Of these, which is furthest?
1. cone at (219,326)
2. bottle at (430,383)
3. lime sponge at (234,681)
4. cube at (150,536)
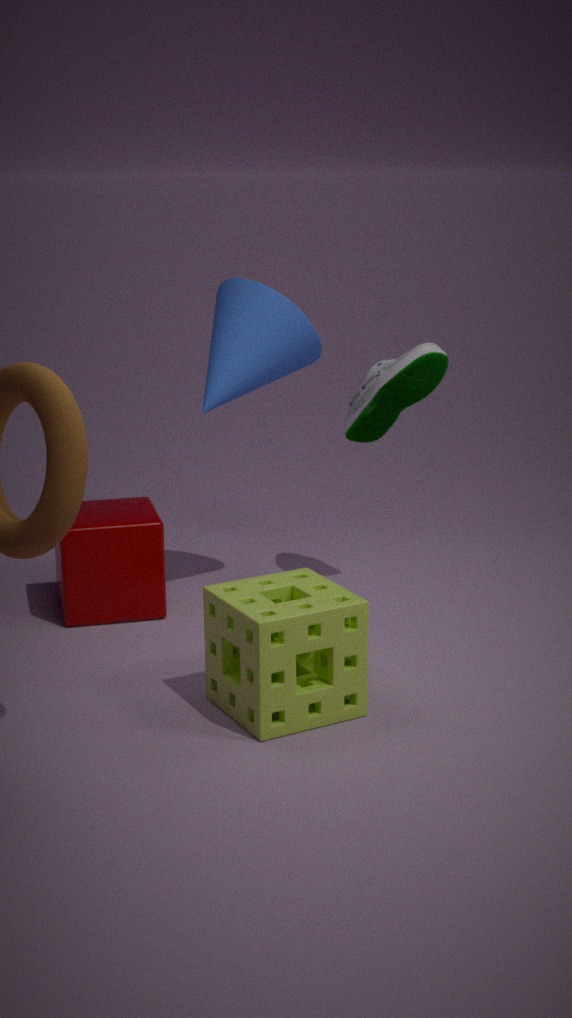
bottle at (430,383)
